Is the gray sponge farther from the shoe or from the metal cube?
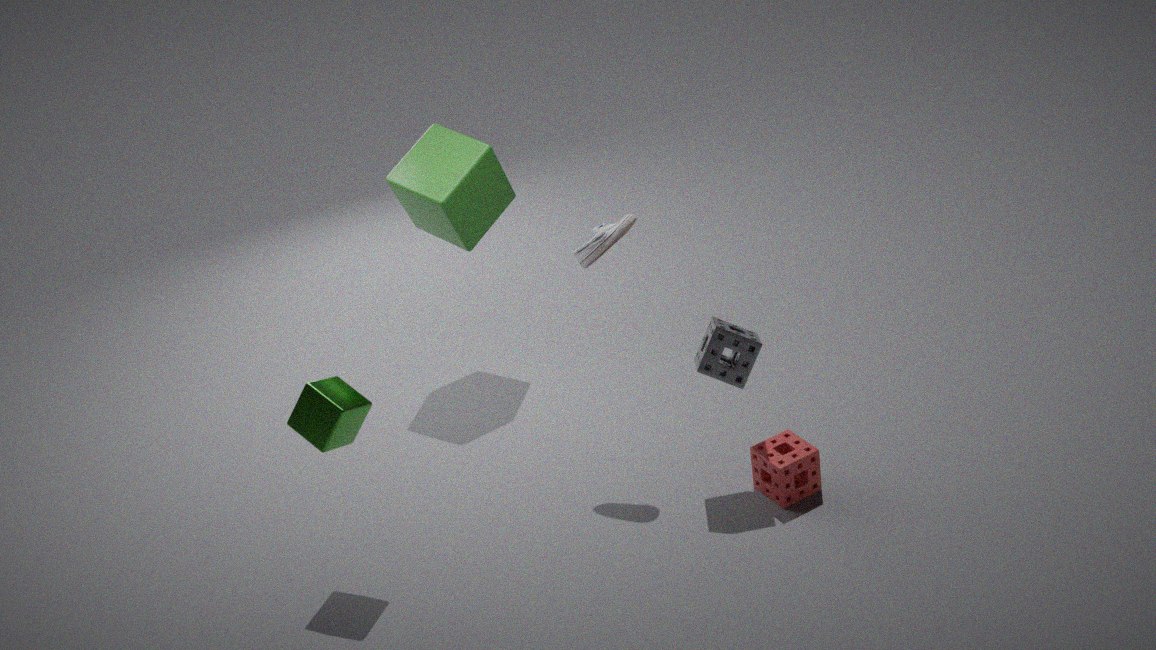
the metal cube
